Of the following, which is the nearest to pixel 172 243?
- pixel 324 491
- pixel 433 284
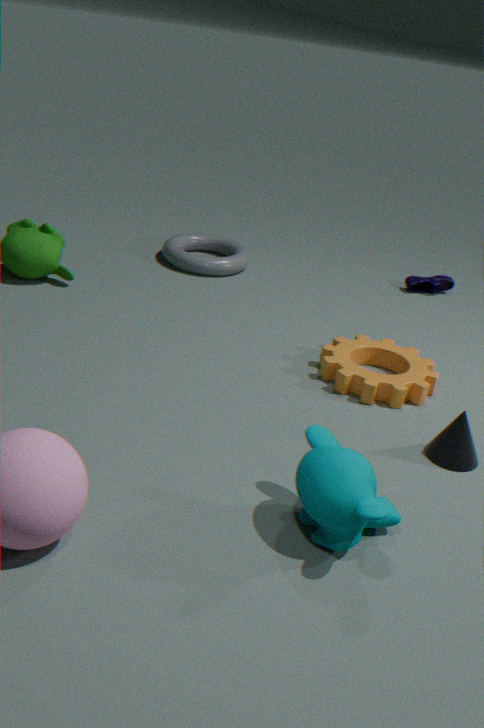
pixel 433 284
